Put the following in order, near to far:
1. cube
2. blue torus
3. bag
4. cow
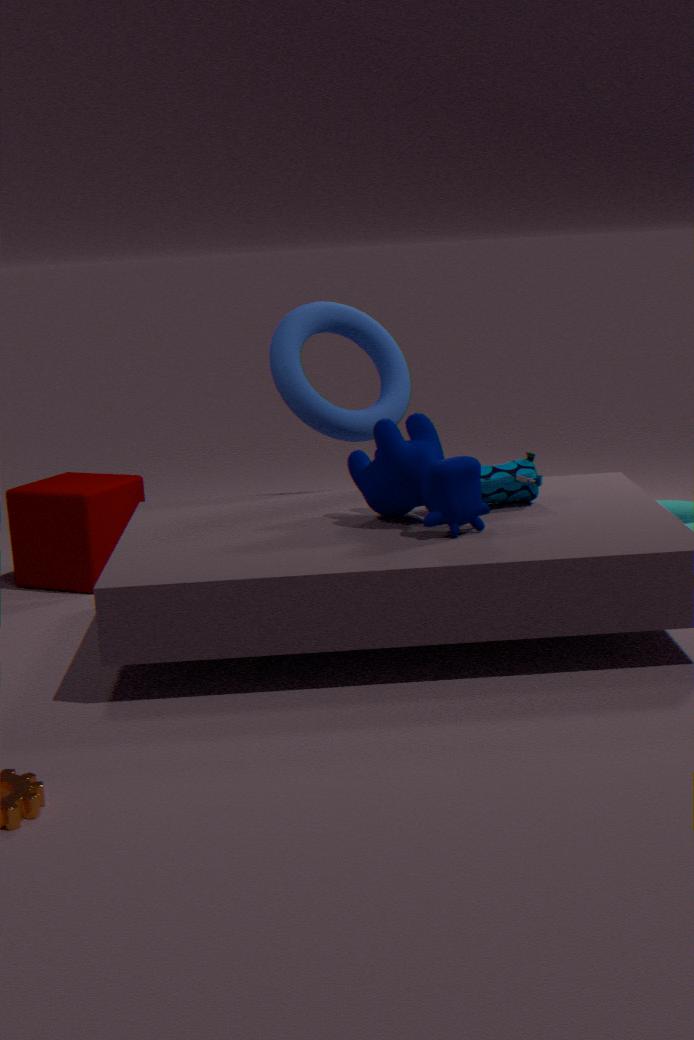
cow → bag → blue torus → cube
